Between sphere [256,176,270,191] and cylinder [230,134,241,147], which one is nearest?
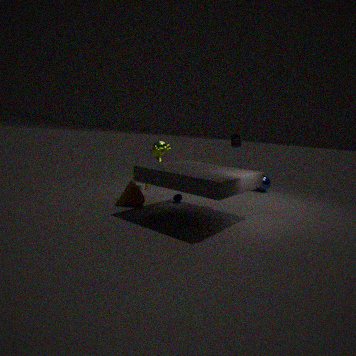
cylinder [230,134,241,147]
